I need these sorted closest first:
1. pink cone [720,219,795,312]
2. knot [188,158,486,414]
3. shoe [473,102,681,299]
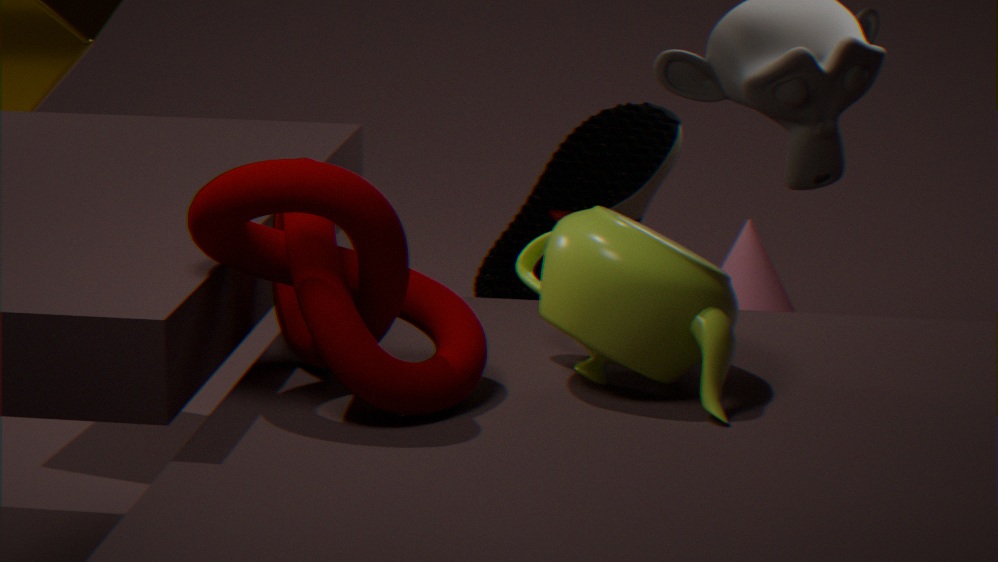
knot [188,158,486,414] → shoe [473,102,681,299] → pink cone [720,219,795,312]
